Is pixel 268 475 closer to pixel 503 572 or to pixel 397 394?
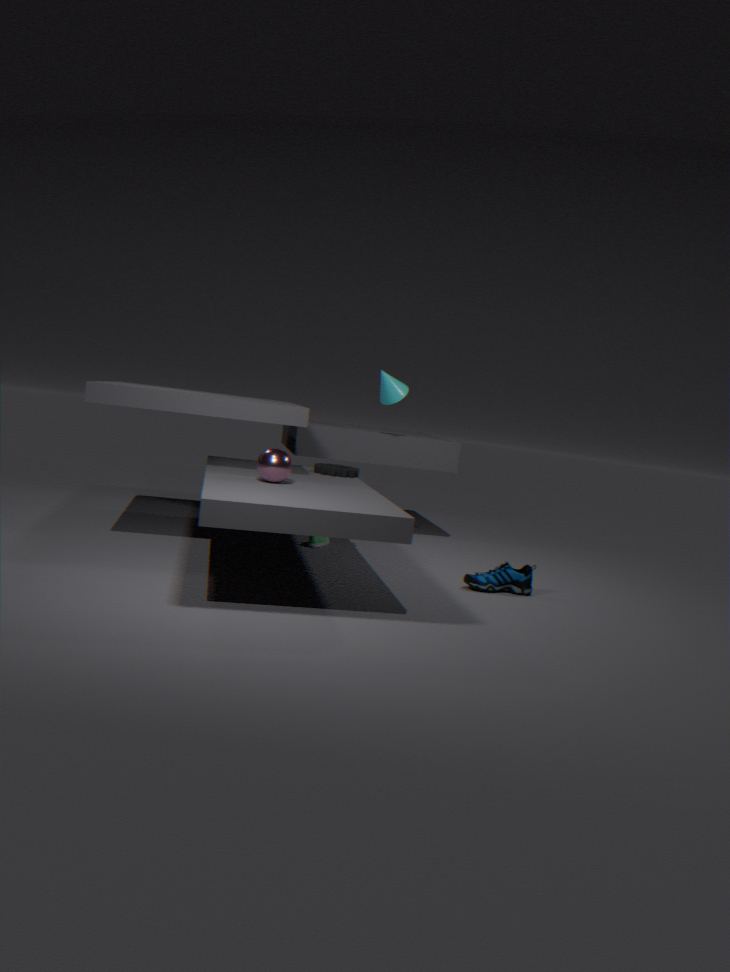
pixel 503 572
